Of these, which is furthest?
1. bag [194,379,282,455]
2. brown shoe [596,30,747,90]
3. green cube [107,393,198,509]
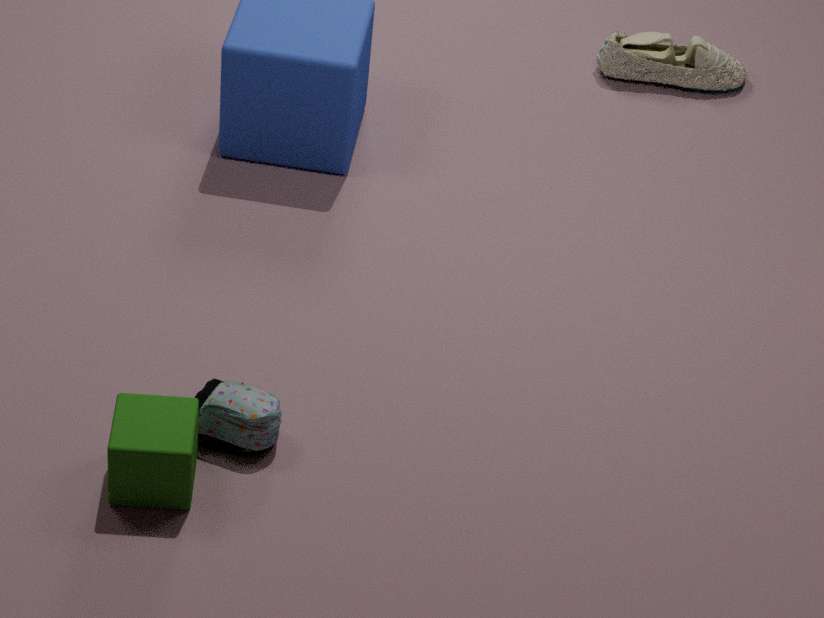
brown shoe [596,30,747,90]
